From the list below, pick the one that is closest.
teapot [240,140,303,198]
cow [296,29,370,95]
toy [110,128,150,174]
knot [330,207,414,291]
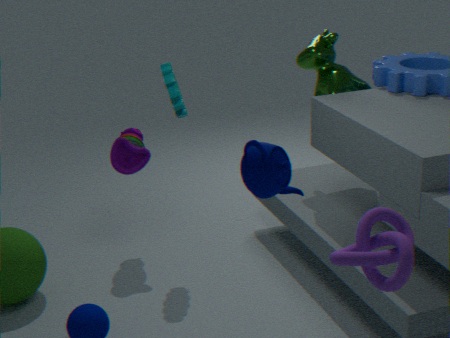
teapot [240,140,303,198]
